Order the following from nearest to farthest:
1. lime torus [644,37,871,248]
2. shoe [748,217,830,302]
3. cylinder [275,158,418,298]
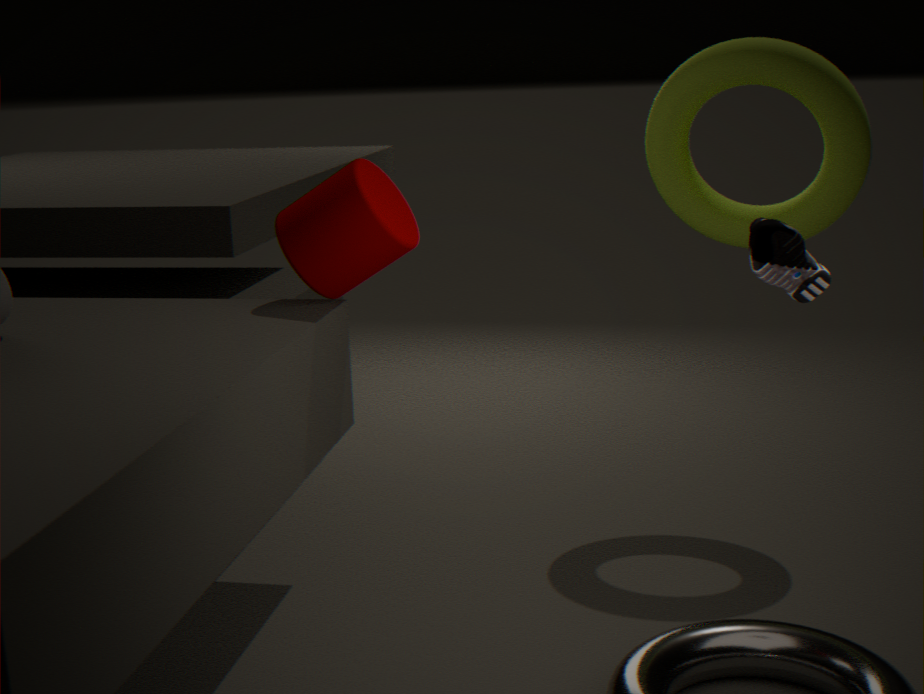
shoe [748,217,830,302] < cylinder [275,158,418,298] < lime torus [644,37,871,248]
